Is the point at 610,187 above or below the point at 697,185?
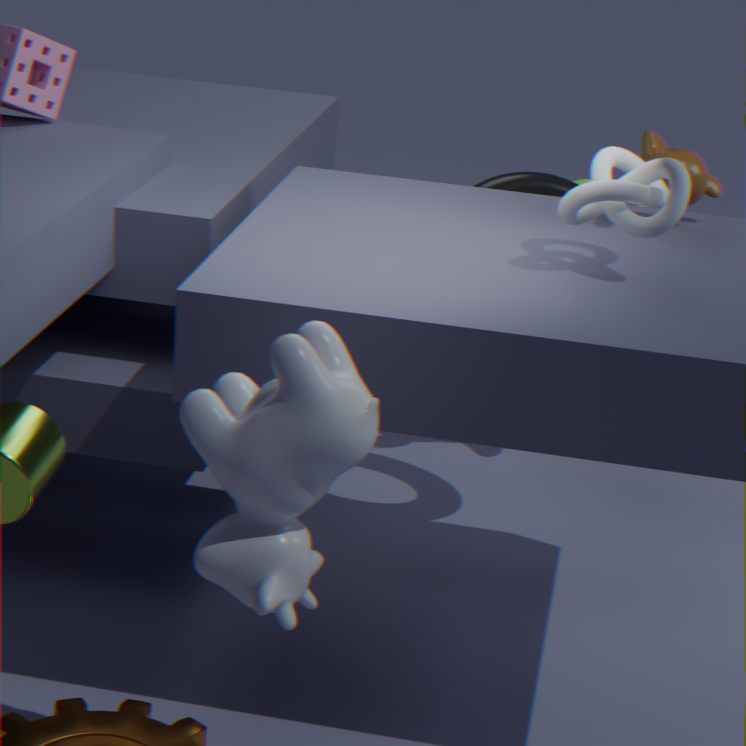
above
